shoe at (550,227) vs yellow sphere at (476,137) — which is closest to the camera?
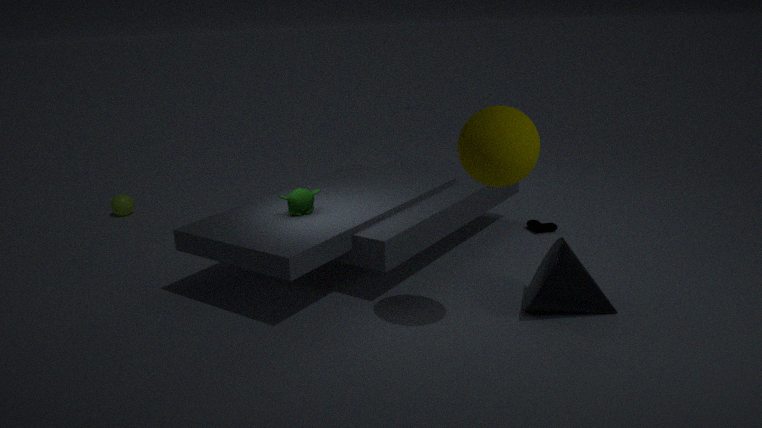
yellow sphere at (476,137)
